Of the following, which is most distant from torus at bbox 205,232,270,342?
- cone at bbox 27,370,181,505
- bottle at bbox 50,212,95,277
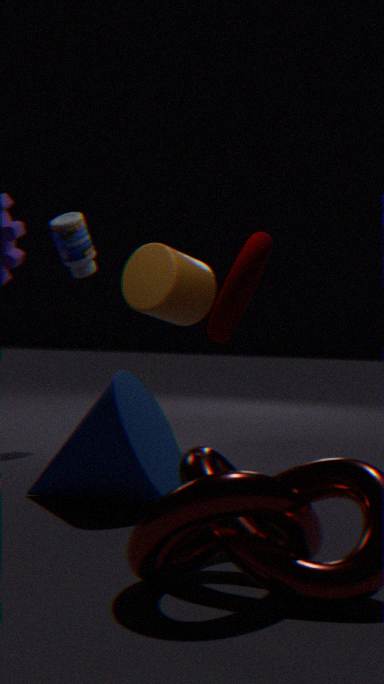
cone at bbox 27,370,181,505
